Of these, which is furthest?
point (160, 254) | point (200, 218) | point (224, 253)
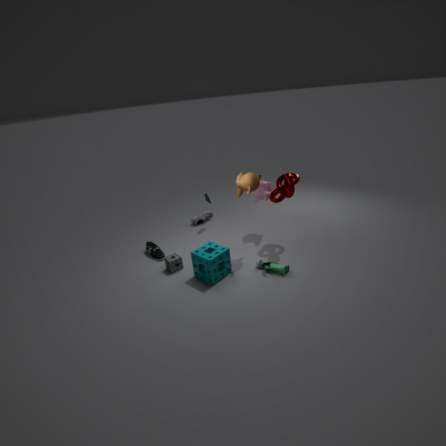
point (200, 218)
